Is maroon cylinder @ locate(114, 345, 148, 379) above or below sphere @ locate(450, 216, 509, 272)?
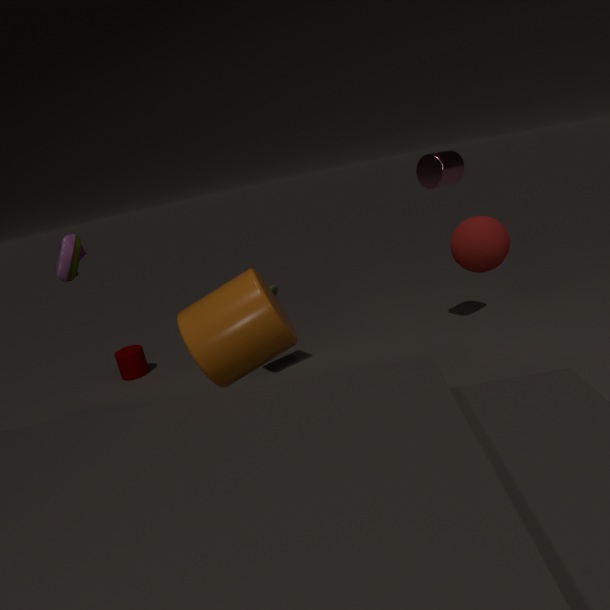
below
